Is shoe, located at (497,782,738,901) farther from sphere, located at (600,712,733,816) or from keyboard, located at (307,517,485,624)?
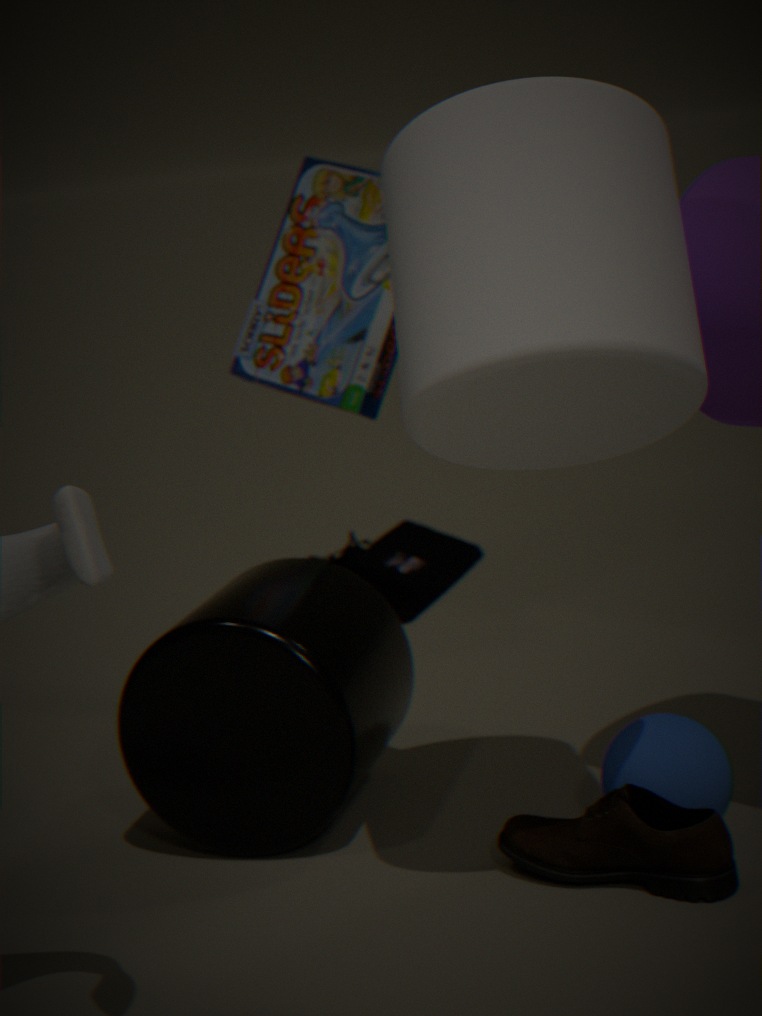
keyboard, located at (307,517,485,624)
